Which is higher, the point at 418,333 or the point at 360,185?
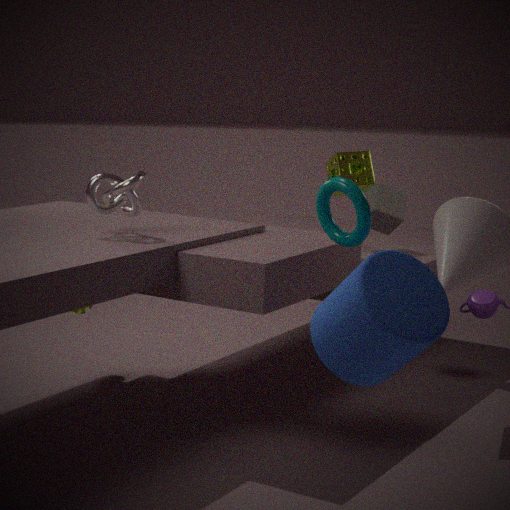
the point at 360,185
